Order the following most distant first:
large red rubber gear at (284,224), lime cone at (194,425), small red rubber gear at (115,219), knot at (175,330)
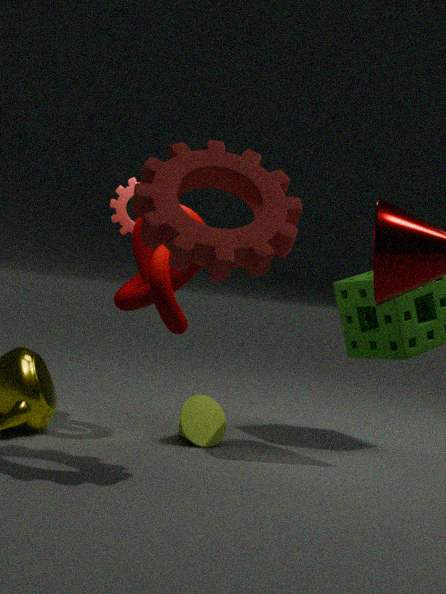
1. small red rubber gear at (115,219)
2. lime cone at (194,425)
3. knot at (175,330)
4. large red rubber gear at (284,224)
